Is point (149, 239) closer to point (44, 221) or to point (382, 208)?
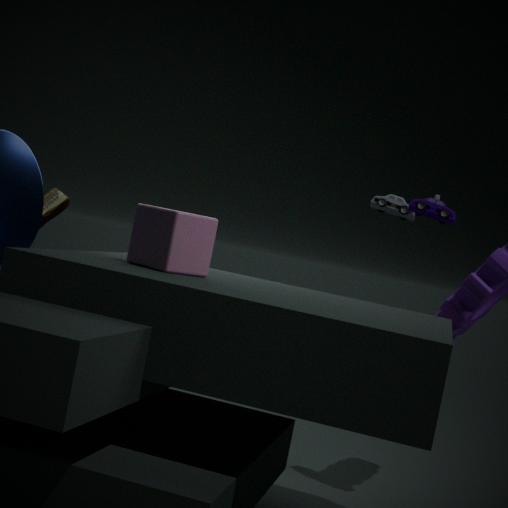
point (382, 208)
